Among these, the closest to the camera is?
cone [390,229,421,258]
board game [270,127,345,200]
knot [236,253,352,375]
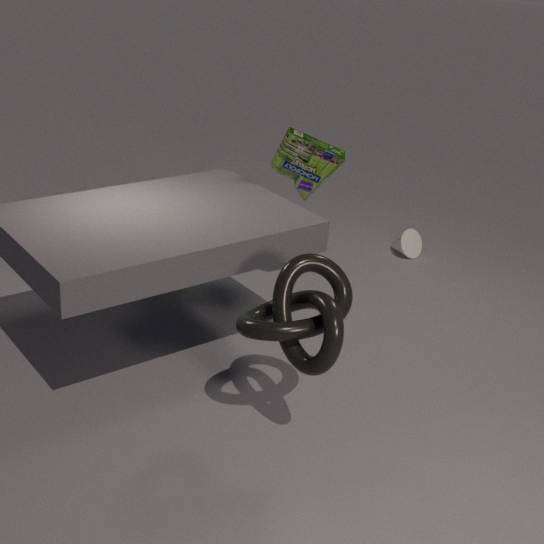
knot [236,253,352,375]
